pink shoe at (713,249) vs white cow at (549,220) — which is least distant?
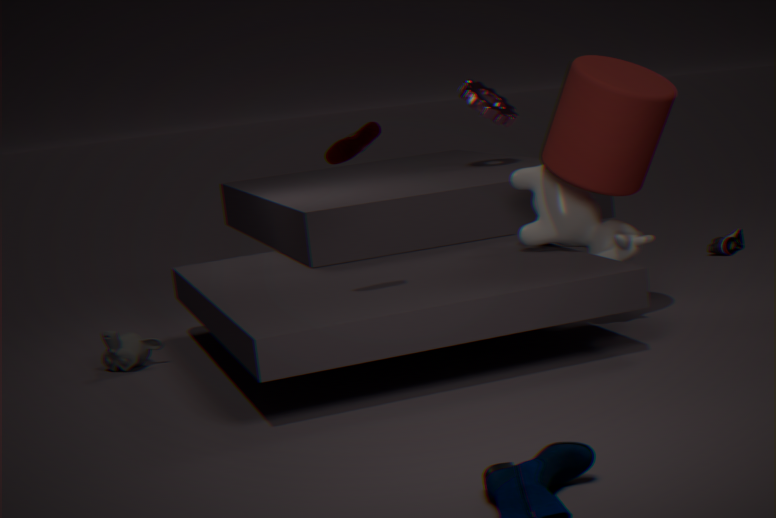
white cow at (549,220)
